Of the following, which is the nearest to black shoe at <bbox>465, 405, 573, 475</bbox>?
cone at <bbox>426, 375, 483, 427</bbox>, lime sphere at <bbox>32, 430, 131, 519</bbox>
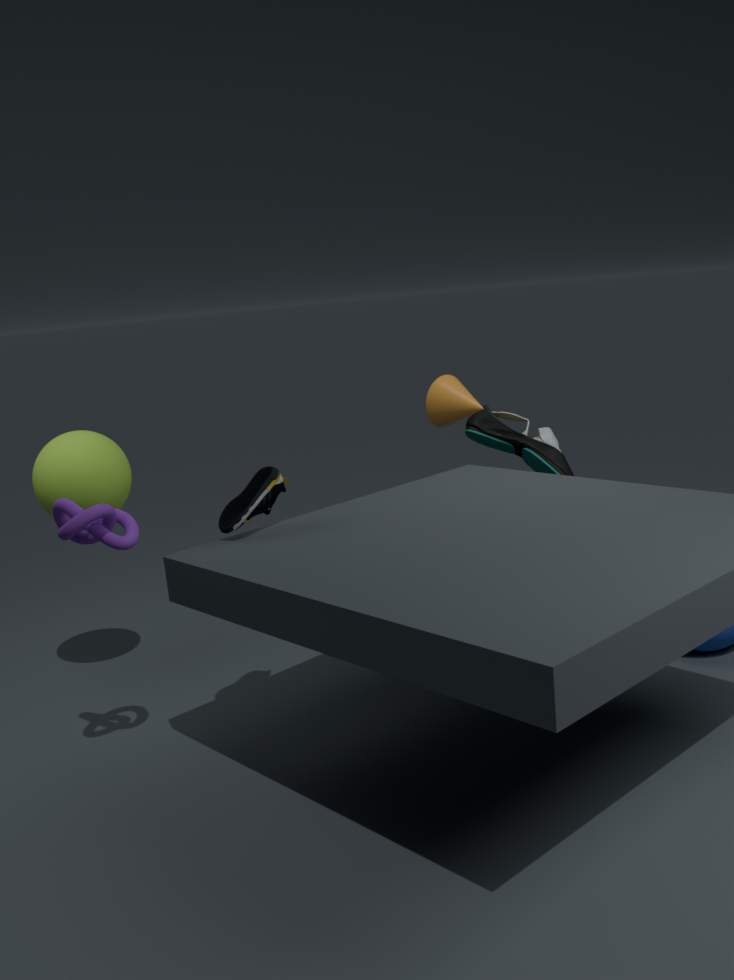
cone at <bbox>426, 375, 483, 427</bbox>
